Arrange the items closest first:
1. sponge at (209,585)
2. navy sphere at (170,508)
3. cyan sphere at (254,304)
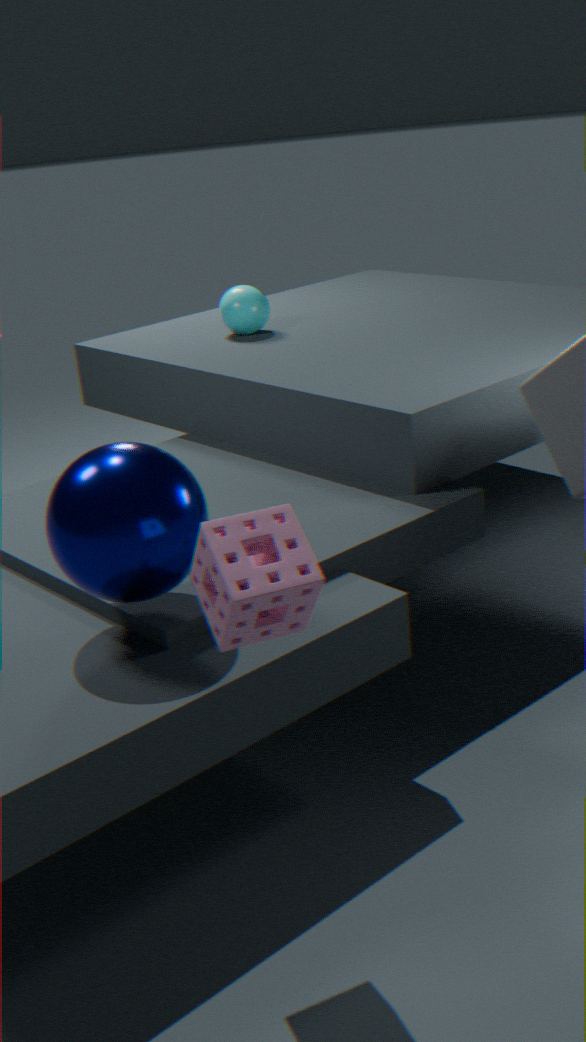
sponge at (209,585) < navy sphere at (170,508) < cyan sphere at (254,304)
